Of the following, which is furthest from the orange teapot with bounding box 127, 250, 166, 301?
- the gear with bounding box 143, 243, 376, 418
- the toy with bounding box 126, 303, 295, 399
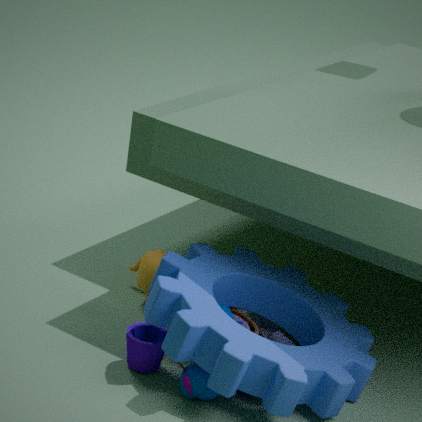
the toy with bounding box 126, 303, 295, 399
